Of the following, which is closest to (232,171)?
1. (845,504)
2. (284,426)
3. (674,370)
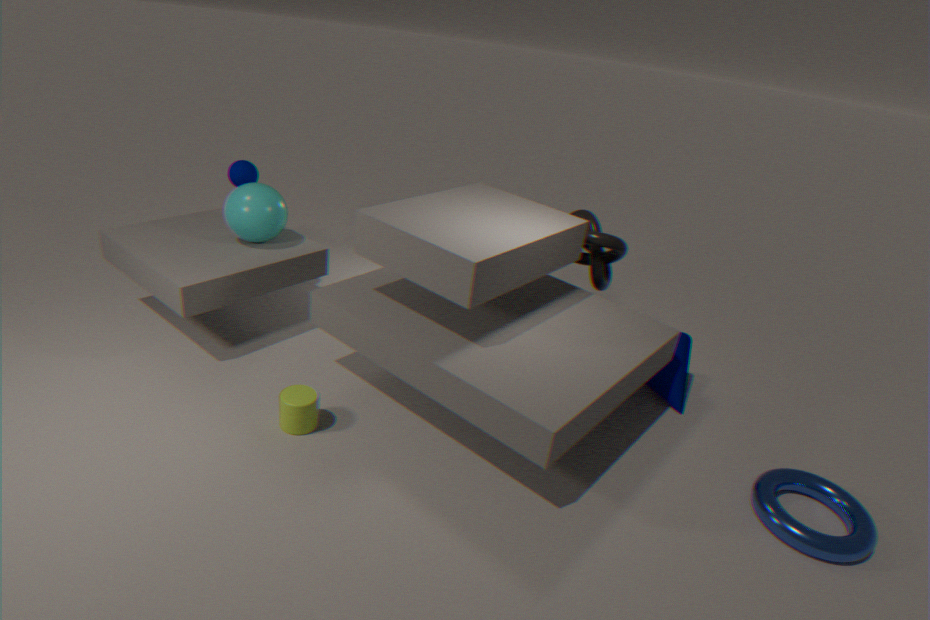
(284,426)
